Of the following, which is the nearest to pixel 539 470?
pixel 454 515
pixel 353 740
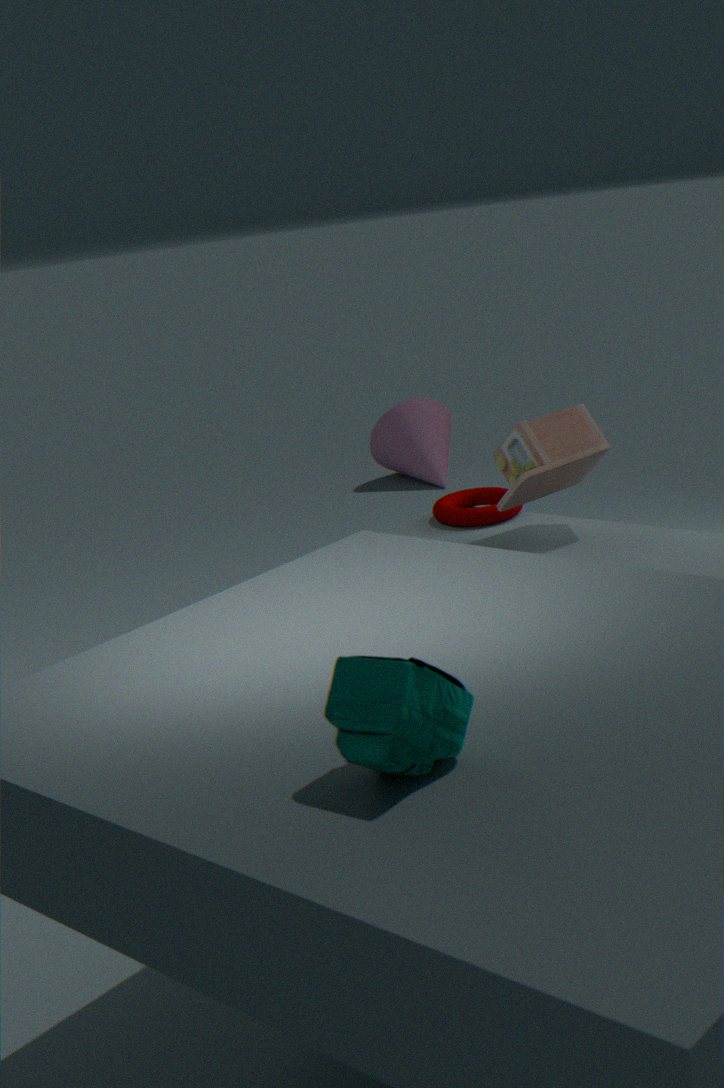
pixel 454 515
